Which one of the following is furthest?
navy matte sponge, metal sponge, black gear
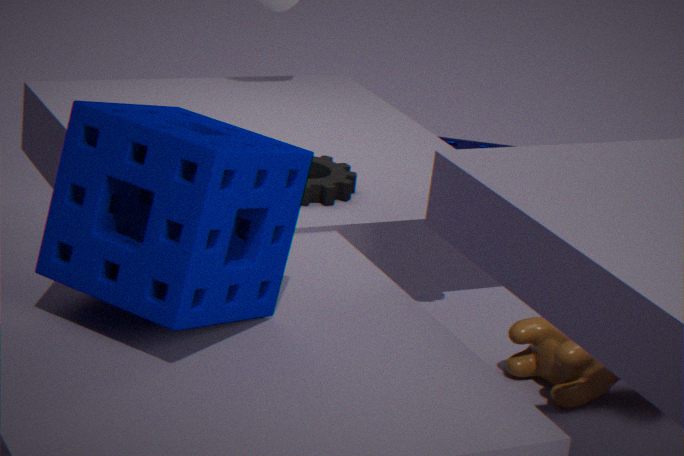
metal sponge
